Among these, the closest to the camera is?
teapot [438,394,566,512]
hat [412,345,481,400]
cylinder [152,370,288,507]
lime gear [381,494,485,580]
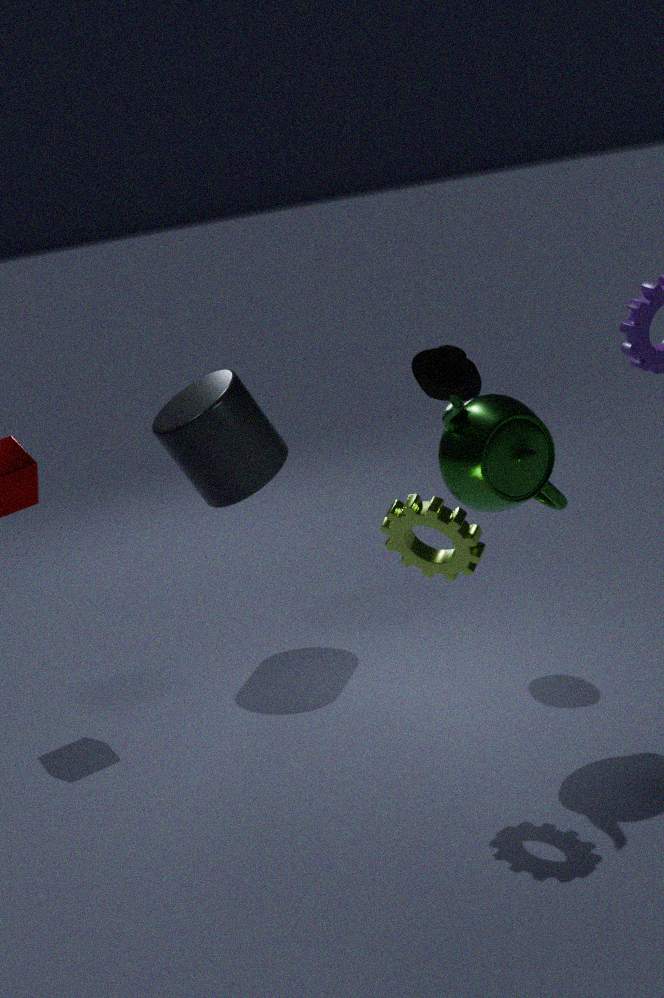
lime gear [381,494,485,580]
